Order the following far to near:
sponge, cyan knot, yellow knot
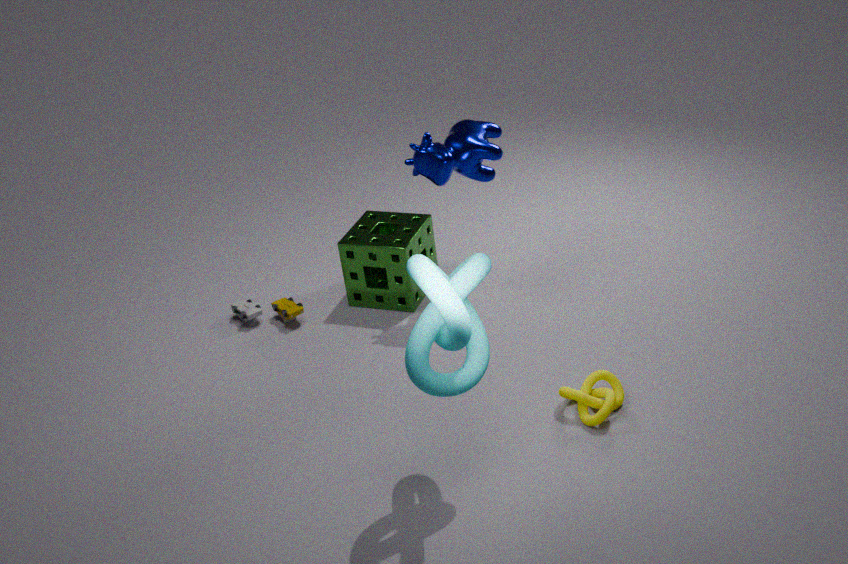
sponge → yellow knot → cyan knot
